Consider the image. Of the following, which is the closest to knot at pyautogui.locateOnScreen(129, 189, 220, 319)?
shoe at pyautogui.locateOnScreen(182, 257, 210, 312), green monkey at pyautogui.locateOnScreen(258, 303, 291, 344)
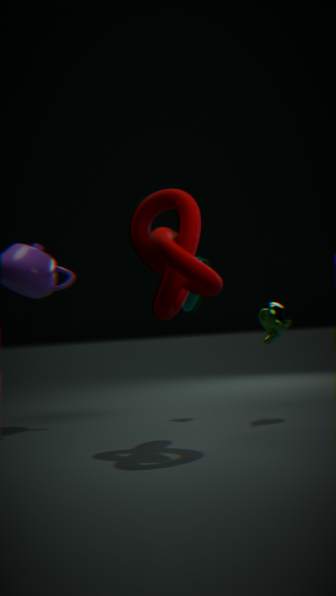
green monkey at pyautogui.locateOnScreen(258, 303, 291, 344)
